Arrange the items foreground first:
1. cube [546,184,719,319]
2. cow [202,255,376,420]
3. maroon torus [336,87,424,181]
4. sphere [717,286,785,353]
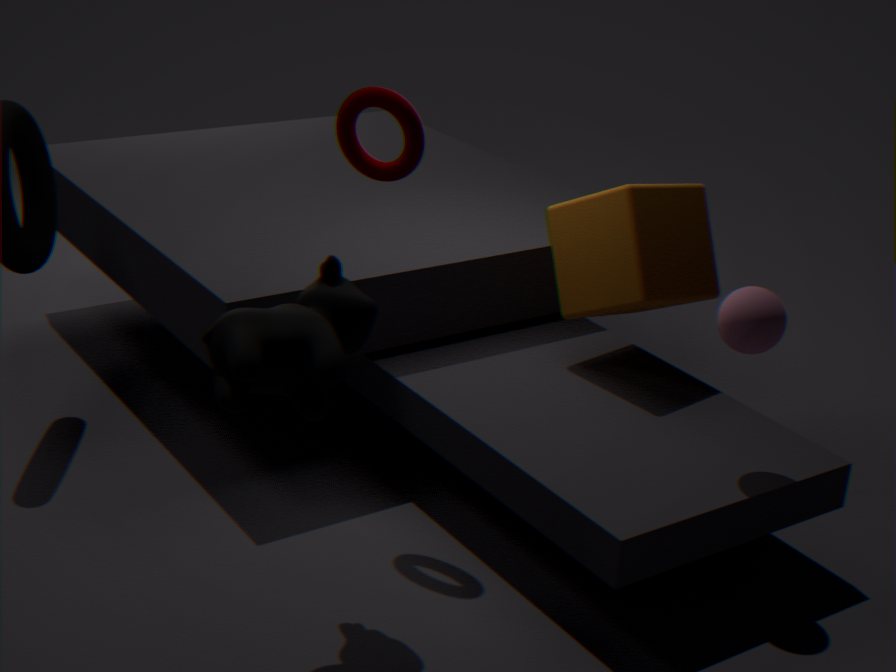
cow [202,255,376,420] < sphere [717,286,785,353] < maroon torus [336,87,424,181] < cube [546,184,719,319]
